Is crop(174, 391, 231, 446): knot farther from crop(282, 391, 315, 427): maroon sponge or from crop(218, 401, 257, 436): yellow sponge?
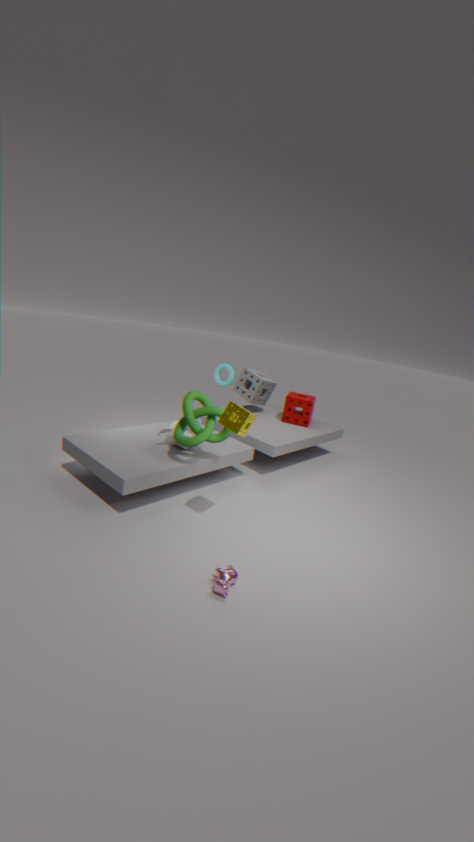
crop(282, 391, 315, 427): maroon sponge
